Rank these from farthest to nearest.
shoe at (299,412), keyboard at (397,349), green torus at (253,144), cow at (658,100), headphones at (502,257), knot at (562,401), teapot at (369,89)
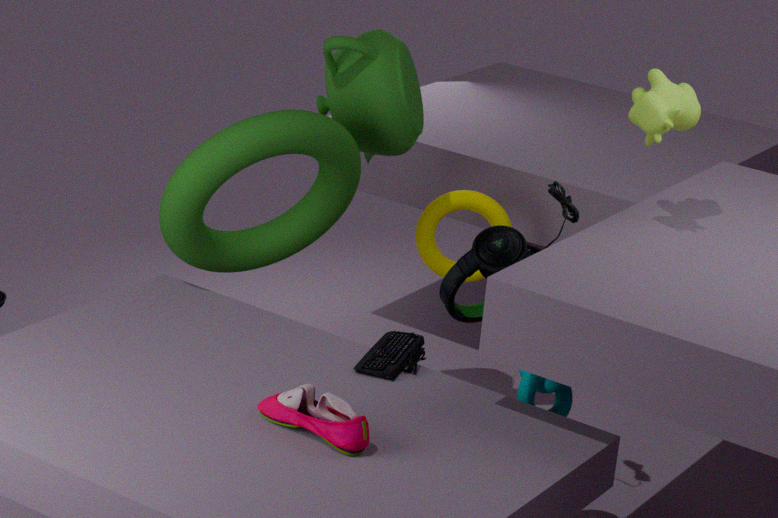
teapot at (369,89), headphones at (502,257), green torus at (253,144), knot at (562,401), cow at (658,100), keyboard at (397,349), shoe at (299,412)
